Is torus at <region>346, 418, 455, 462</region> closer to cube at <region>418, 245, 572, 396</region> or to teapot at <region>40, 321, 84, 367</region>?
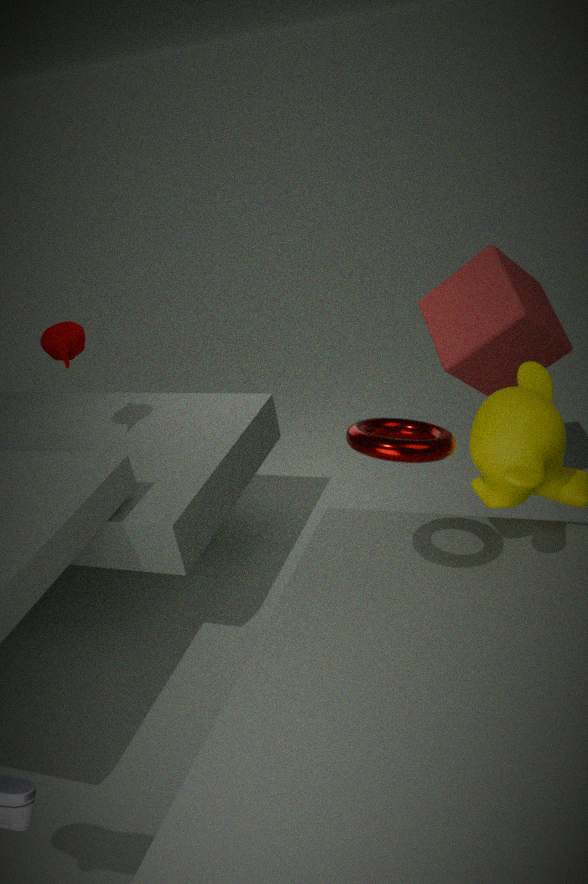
cube at <region>418, 245, 572, 396</region>
